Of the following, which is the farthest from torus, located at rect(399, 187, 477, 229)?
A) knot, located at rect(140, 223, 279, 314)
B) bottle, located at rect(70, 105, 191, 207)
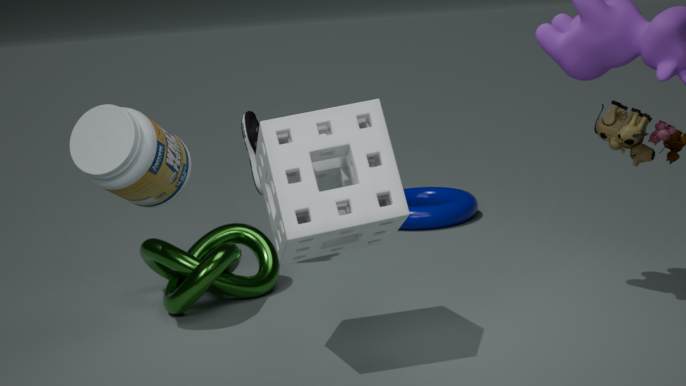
bottle, located at rect(70, 105, 191, 207)
